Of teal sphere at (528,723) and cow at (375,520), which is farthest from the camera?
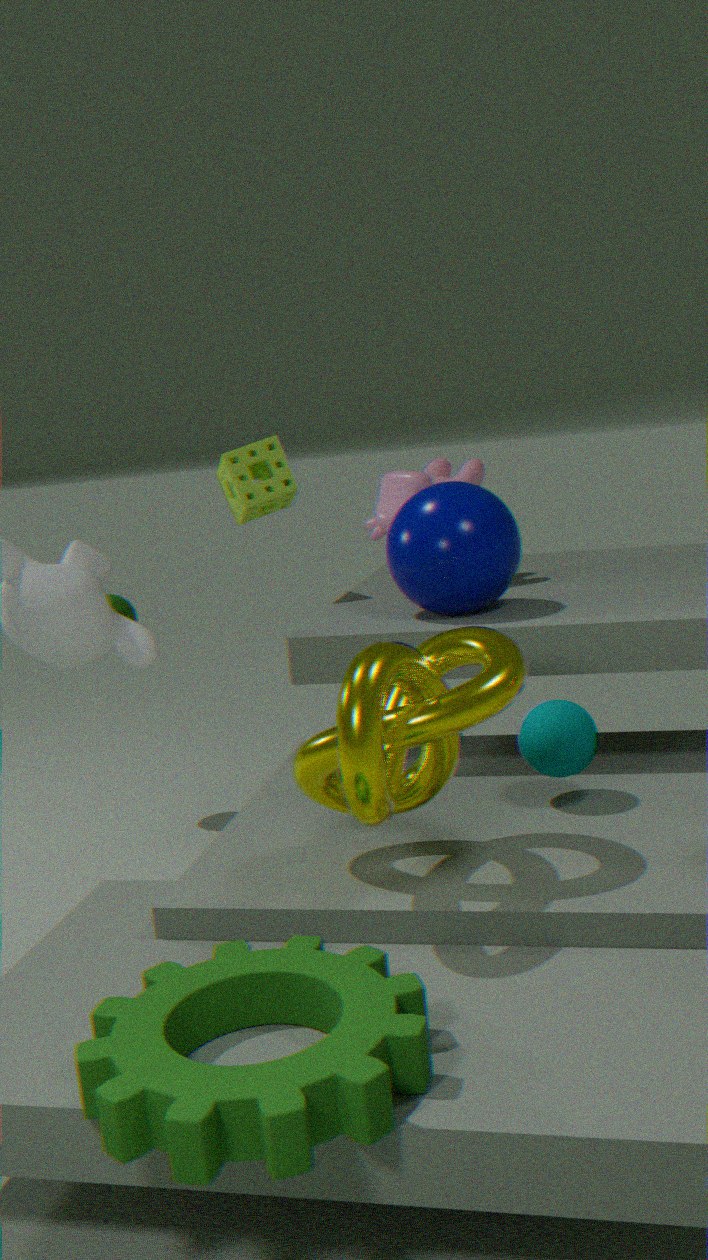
cow at (375,520)
